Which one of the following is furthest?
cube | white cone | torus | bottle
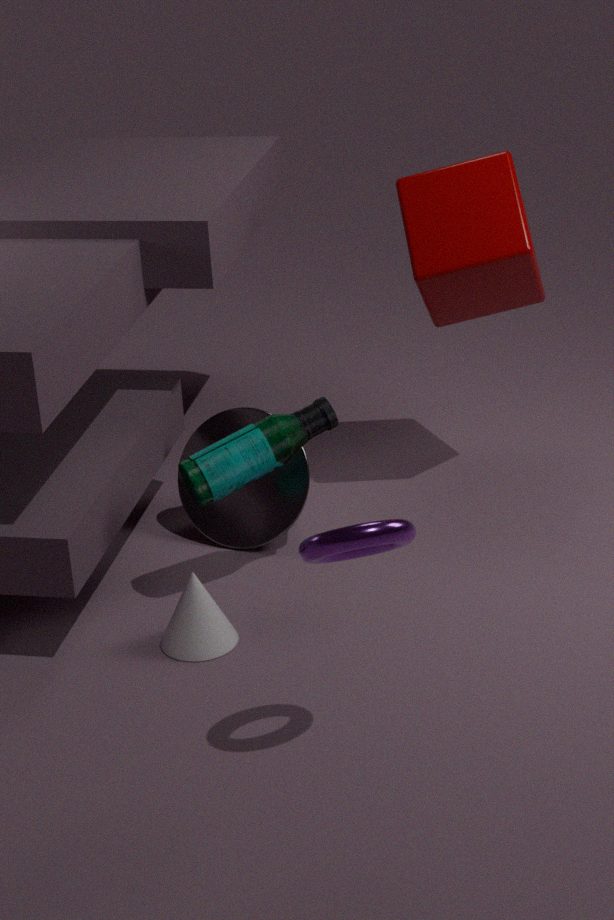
cube
